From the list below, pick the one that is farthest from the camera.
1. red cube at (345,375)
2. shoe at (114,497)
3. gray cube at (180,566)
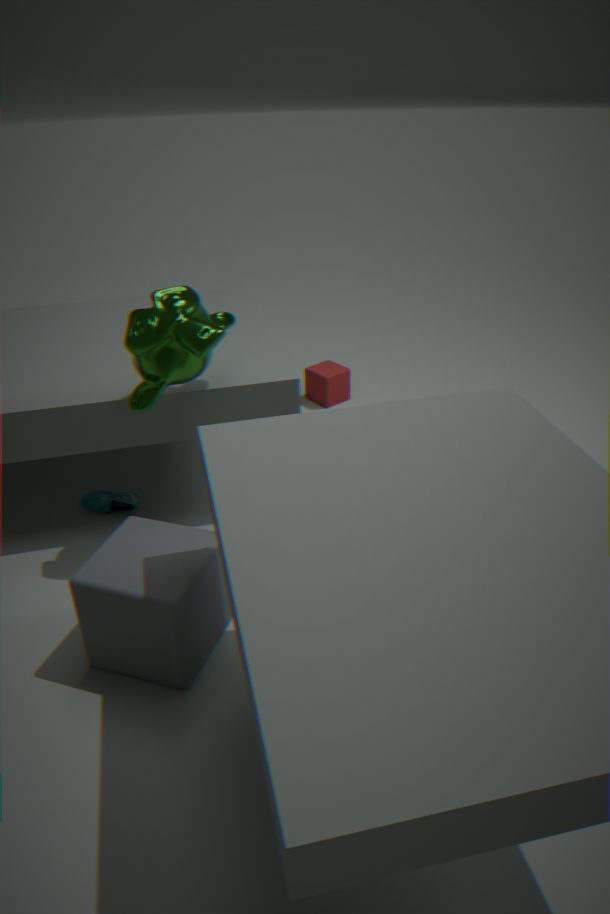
red cube at (345,375)
